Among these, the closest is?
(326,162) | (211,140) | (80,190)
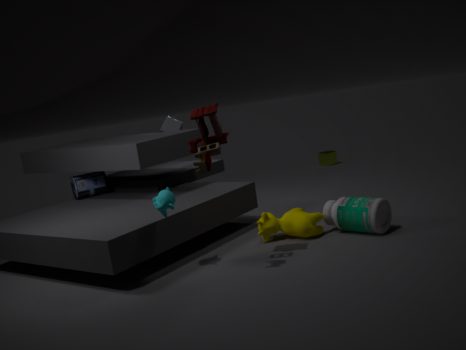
(211,140)
